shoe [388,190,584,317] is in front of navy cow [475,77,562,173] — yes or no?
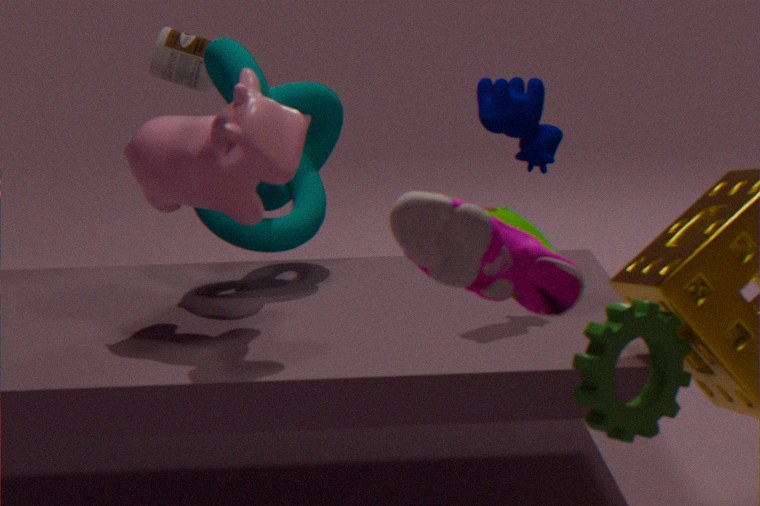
Yes
